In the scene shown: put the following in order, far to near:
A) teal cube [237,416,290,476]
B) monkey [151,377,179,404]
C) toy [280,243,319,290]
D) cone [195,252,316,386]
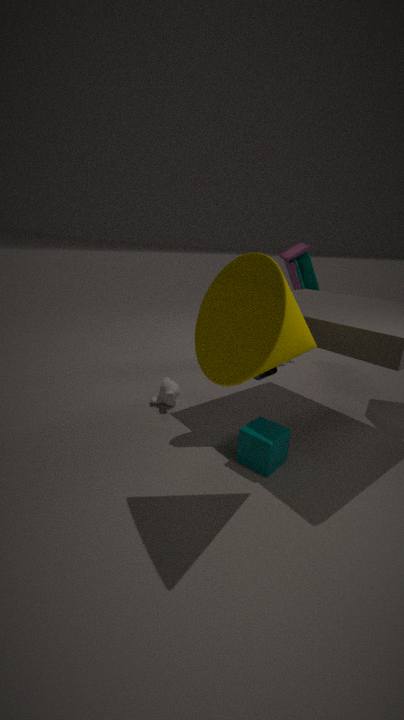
toy [280,243,319,290]
monkey [151,377,179,404]
teal cube [237,416,290,476]
cone [195,252,316,386]
